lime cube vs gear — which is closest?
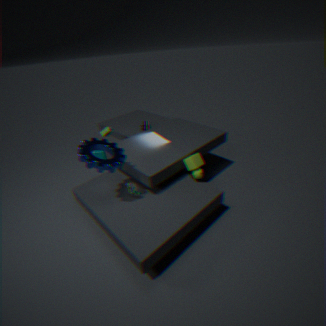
gear
